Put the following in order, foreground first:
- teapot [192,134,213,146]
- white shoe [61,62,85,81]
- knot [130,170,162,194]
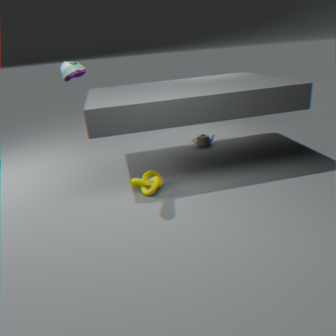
white shoe [61,62,85,81], knot [130,170,162,194], teapot [192,134,213,146]
